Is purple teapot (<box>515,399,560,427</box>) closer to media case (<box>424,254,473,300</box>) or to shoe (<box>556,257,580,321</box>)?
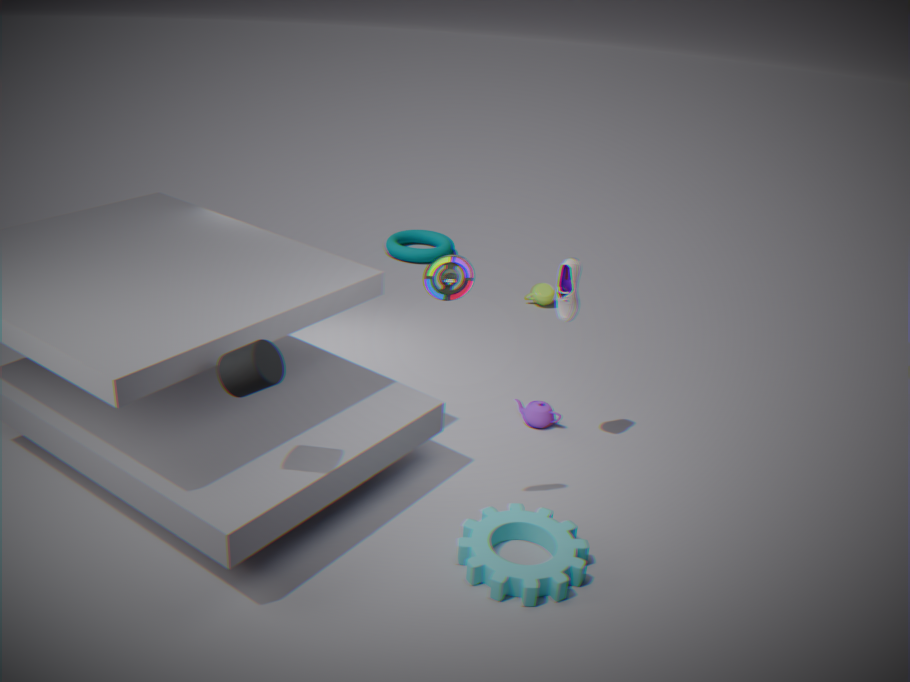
shoe (<box>556,257,580,321</box>)
